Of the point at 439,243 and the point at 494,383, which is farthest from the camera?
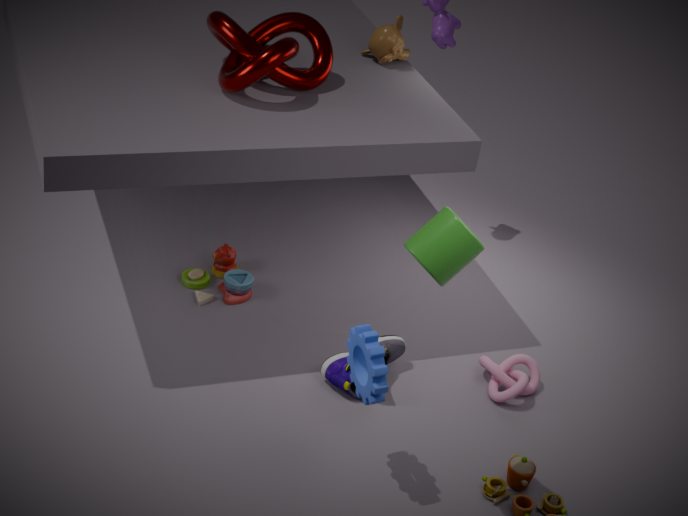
the point at 494,383
